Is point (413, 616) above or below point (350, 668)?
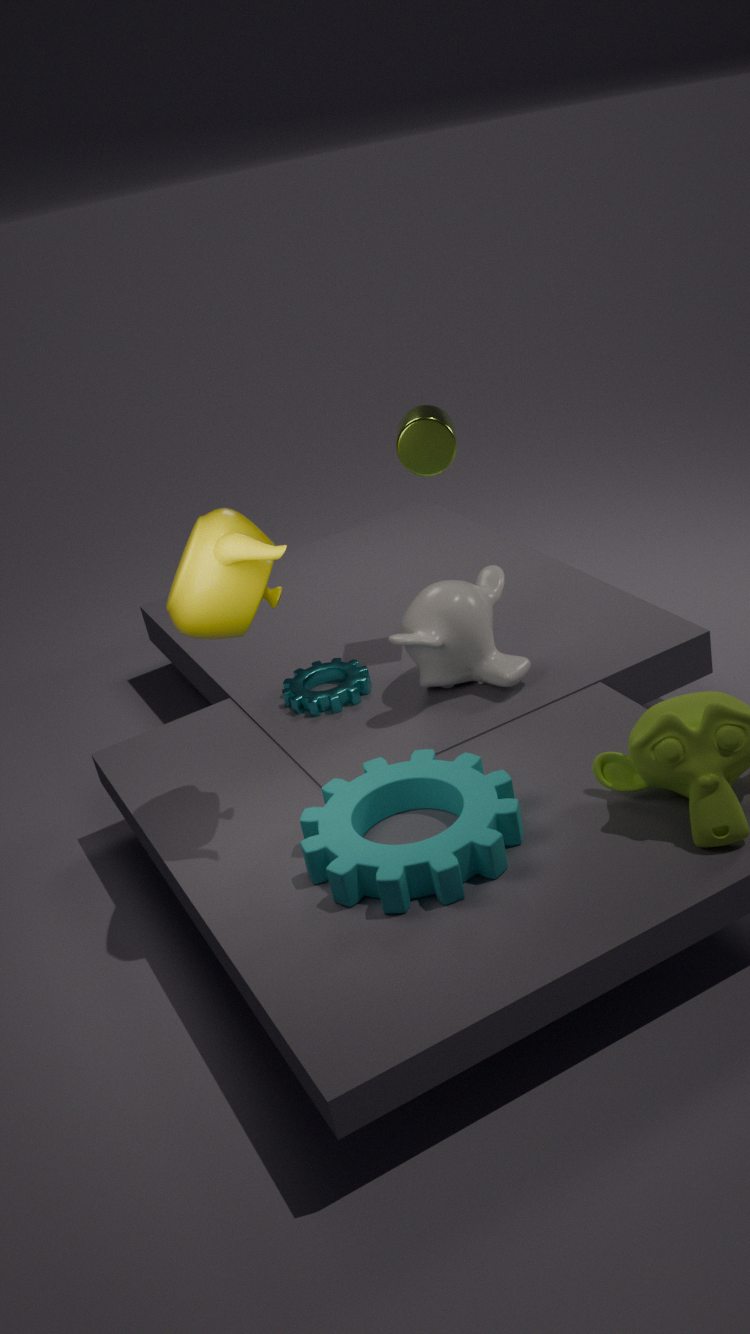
above
